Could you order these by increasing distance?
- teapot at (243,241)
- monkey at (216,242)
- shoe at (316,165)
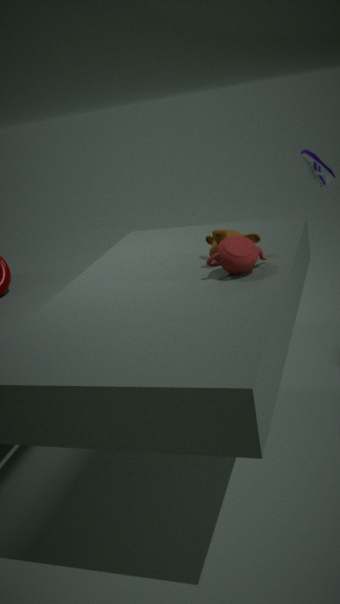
teapot at (243,241) < monkey at (216,242) < shoe at (316,165)
